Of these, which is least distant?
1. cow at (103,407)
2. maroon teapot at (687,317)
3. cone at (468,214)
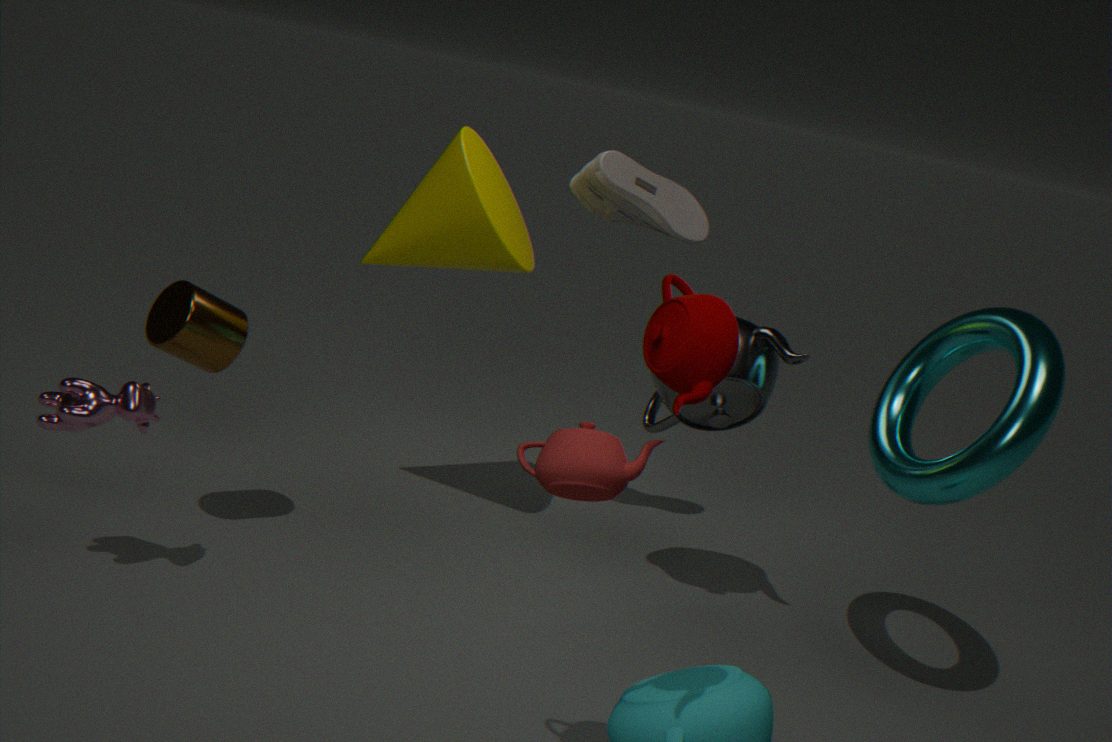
maroon teapot at (687,317)
